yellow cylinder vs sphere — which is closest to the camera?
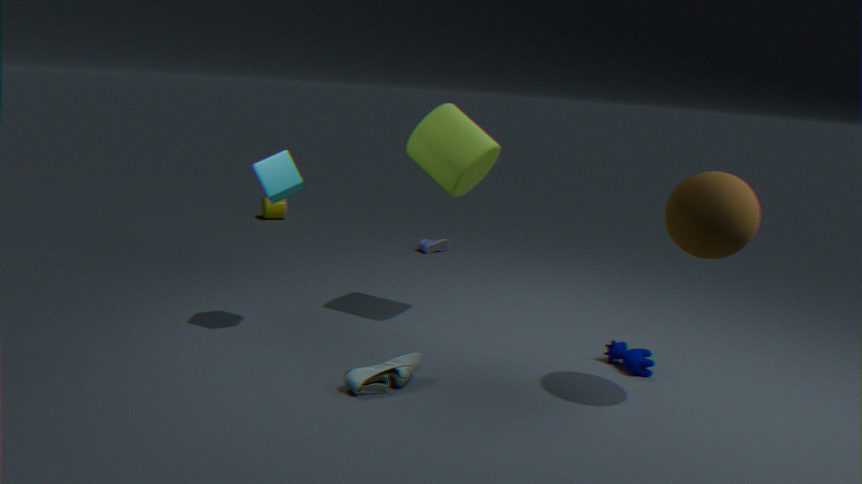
sphere
